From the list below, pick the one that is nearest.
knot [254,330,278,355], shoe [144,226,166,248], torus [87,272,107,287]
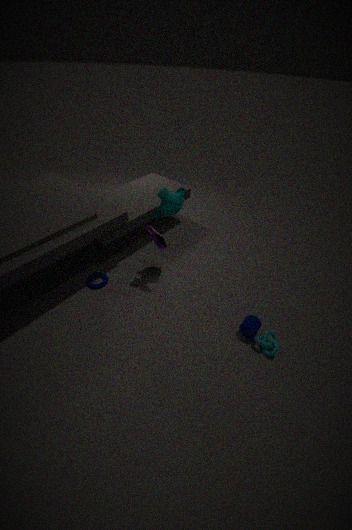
knot [254,330,278,355]
